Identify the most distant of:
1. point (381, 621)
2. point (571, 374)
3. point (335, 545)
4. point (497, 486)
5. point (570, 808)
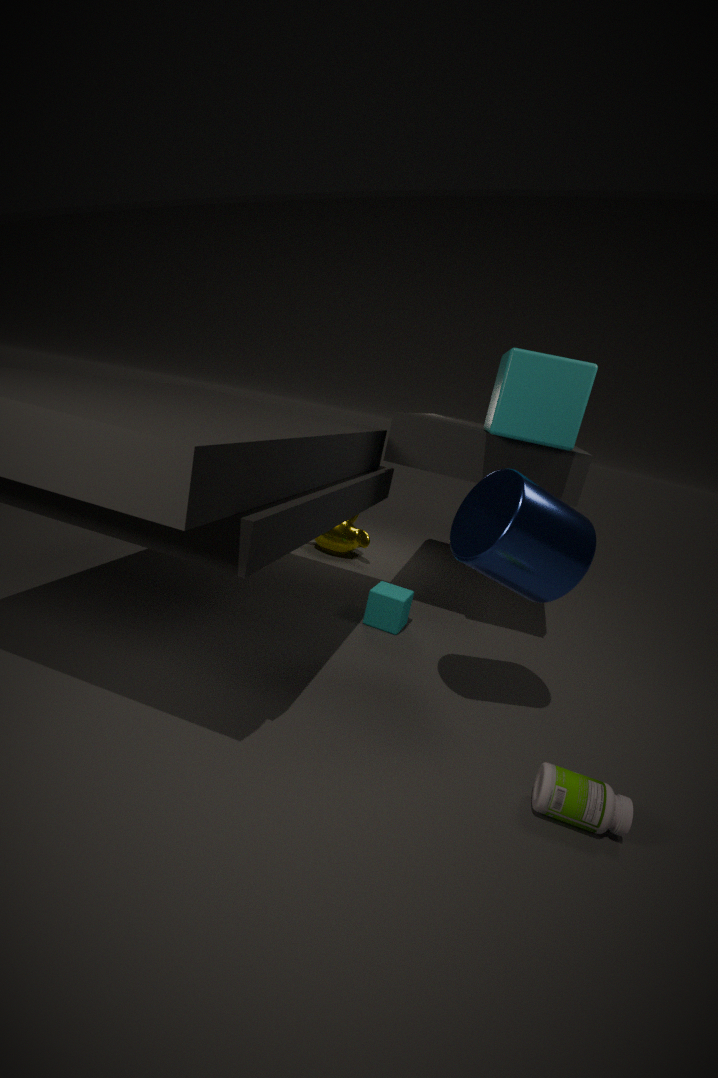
point (335, 545)
